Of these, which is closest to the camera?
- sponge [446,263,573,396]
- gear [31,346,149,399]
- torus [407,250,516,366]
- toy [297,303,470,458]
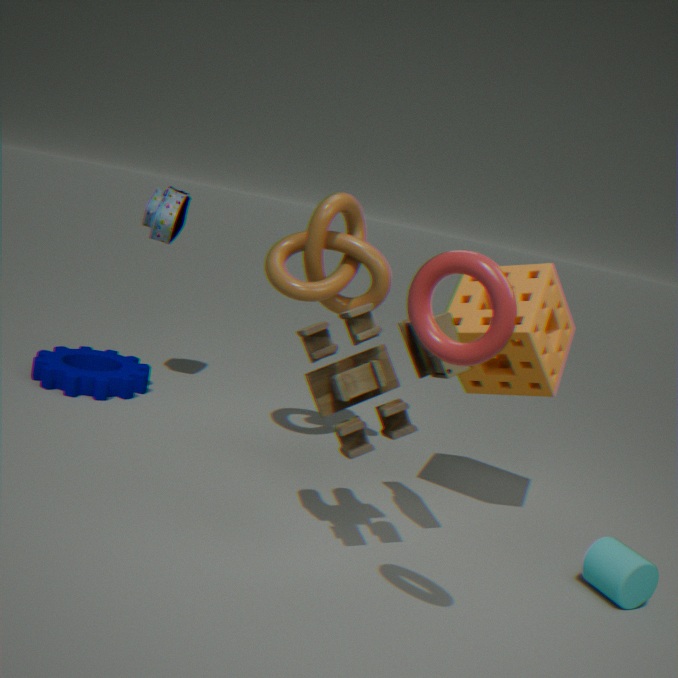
torus [407,250,516,366]
